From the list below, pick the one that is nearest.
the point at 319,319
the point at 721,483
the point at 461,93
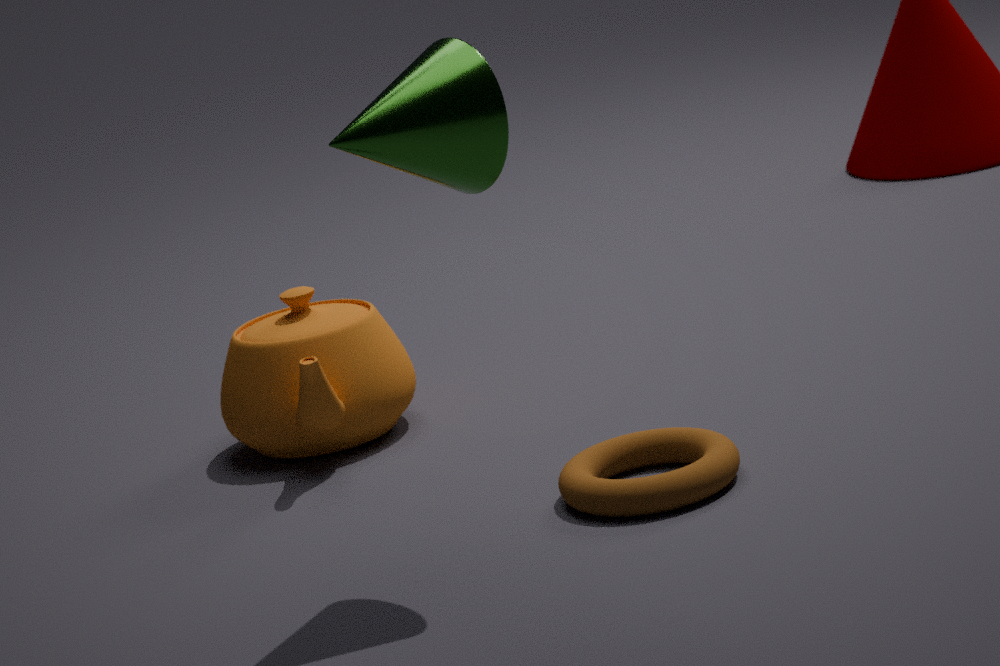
the point at 461,93
